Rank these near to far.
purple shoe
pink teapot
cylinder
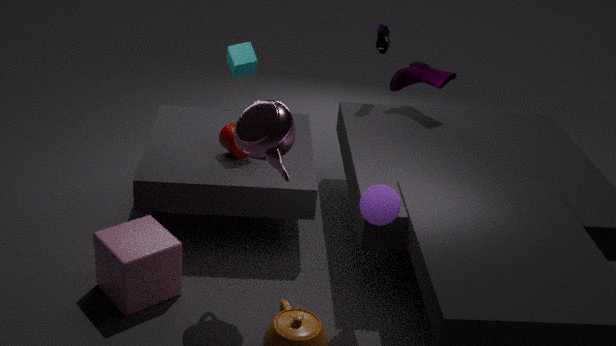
pink teapot
cylinder
purple shoe
